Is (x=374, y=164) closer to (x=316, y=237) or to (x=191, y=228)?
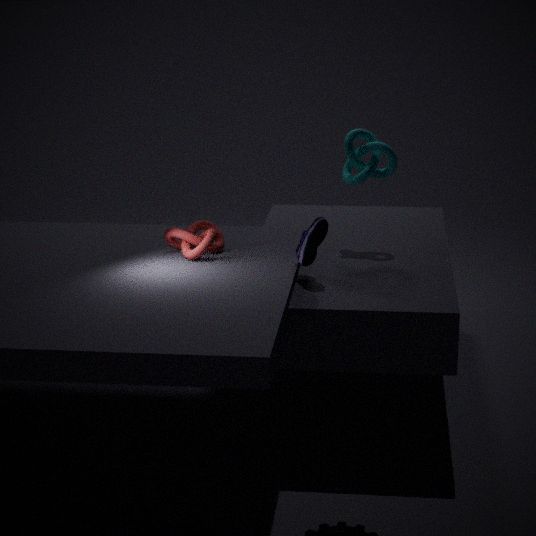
(x=316, y=237)
